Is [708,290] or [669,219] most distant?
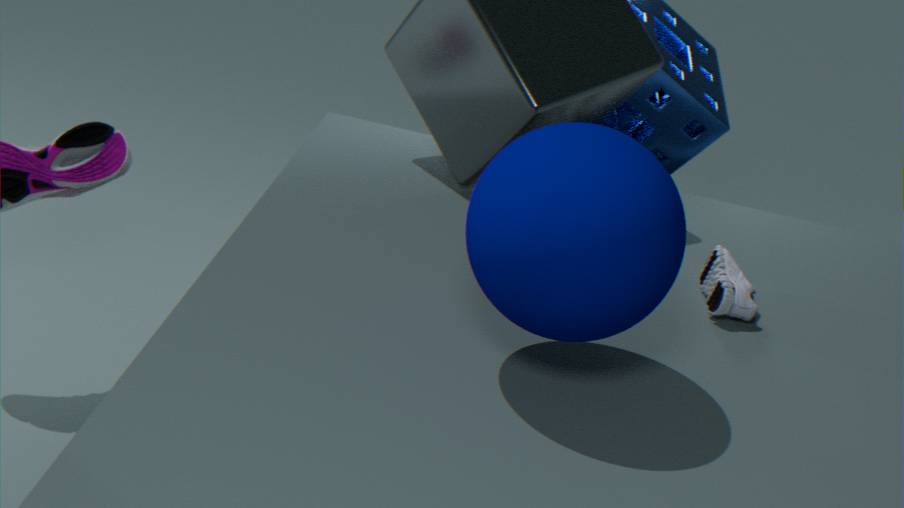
[708,290]
